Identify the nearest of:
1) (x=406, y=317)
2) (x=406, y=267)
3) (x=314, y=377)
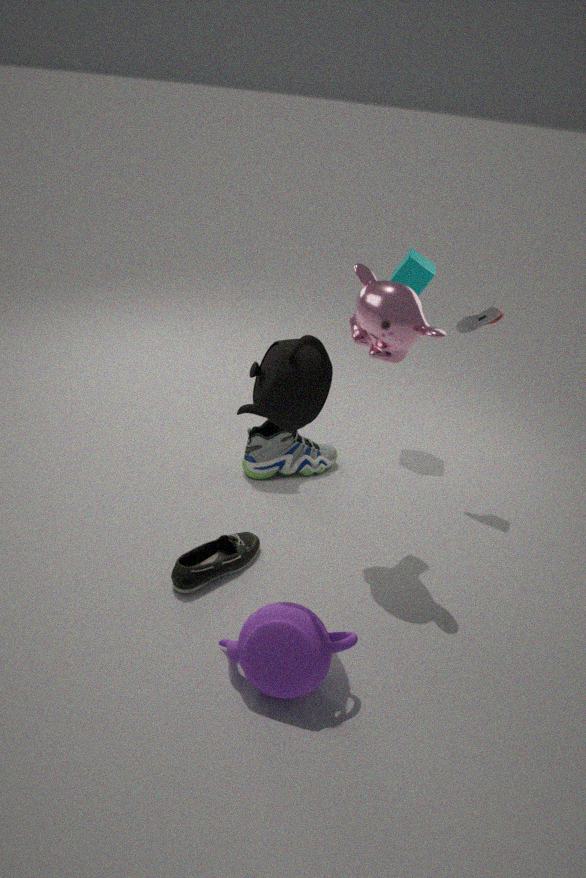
3. (x=314, y=377)
